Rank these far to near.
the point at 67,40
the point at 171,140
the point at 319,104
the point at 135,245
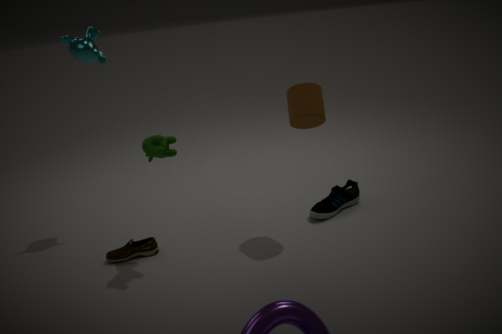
1. the point at 135,245
2. the point at 67,40
3. the point at 319,104
4. the point at 171,140
